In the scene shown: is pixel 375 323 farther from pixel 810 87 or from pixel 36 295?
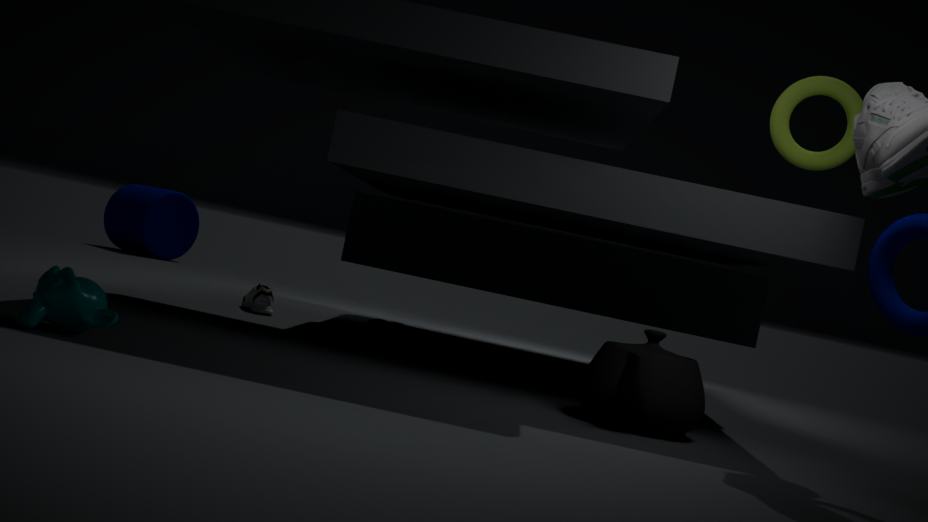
pixel 36 295
